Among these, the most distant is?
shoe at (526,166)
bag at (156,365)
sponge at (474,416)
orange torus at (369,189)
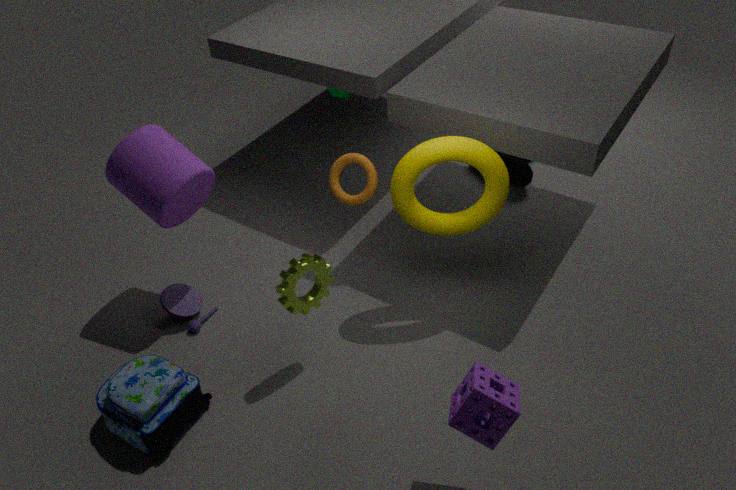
shoe at (526,166)
